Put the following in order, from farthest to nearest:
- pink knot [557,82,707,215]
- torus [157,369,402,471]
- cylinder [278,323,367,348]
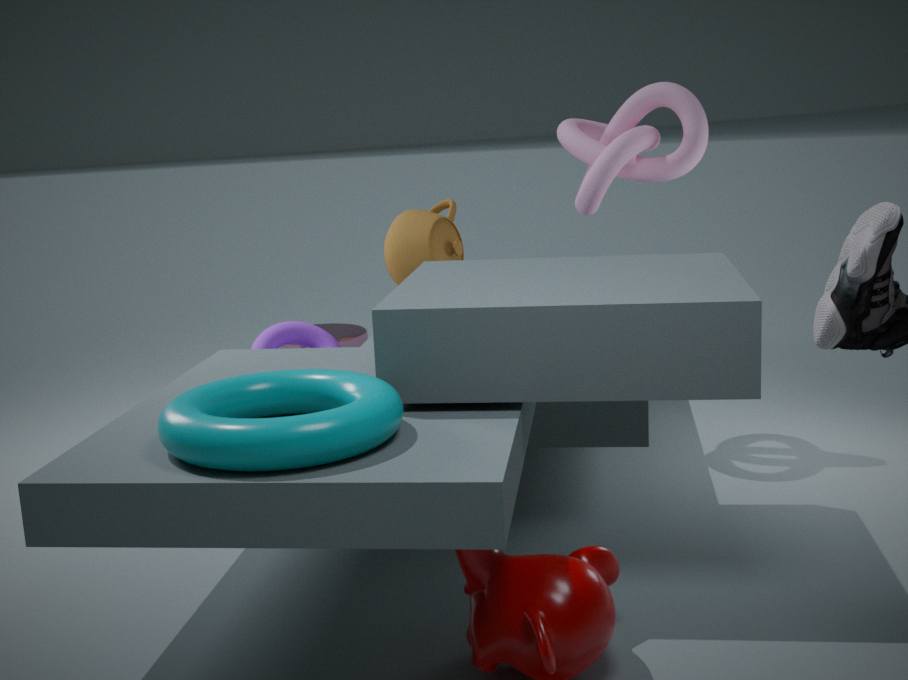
cylinder [278,323,367,348] < pink knot [557,82,707,215] < torus [157,369,402,471]
